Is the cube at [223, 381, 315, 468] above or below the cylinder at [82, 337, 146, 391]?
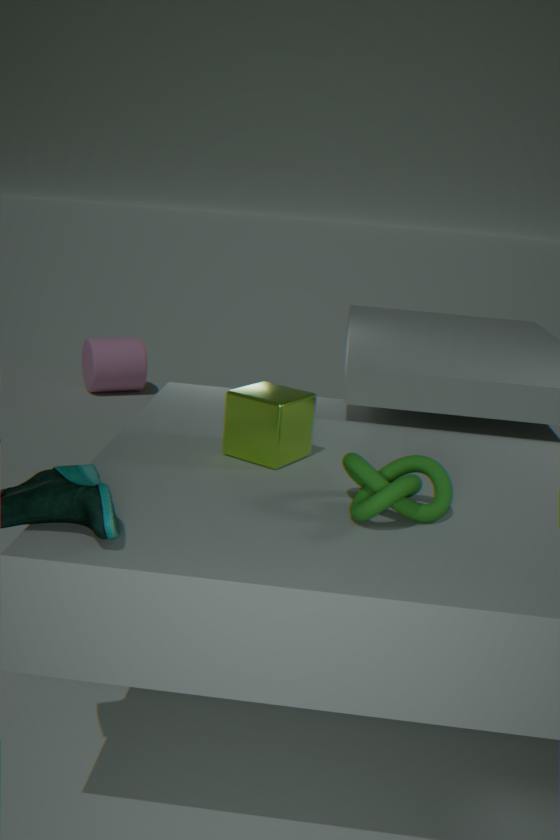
above
